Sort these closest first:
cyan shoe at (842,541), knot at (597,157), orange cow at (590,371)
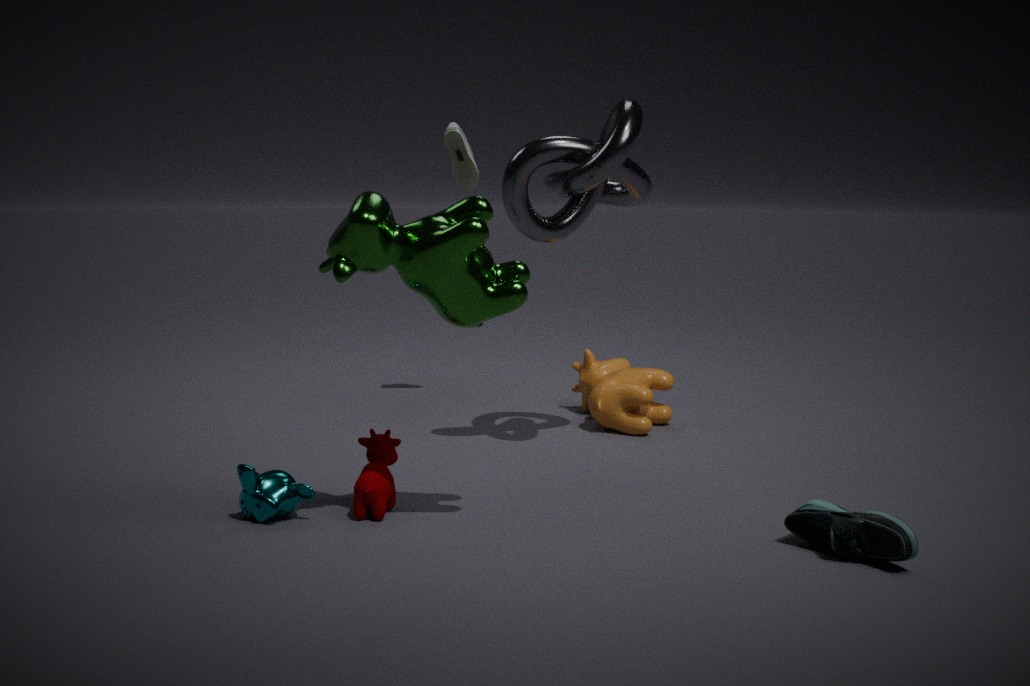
cyan shoe at (842,541)
knot at (597,157)
orange cow at (590,371)
